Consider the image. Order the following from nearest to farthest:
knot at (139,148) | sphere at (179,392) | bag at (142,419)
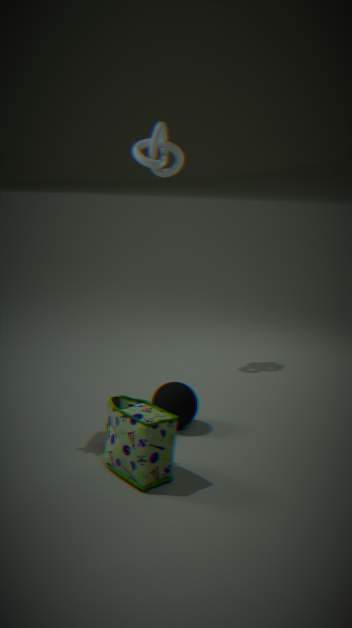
bag at (142,419) < sphere at (179,392) < knot at (139,148)
